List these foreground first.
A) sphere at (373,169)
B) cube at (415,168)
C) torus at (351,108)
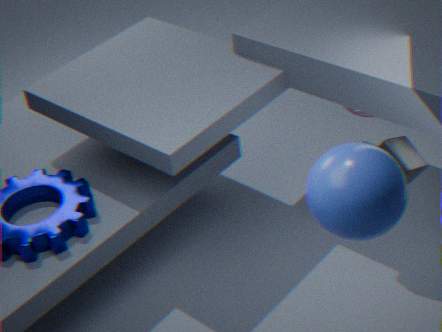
sphere at (373,169) → cube at (415,168) → torus at (351,108)
